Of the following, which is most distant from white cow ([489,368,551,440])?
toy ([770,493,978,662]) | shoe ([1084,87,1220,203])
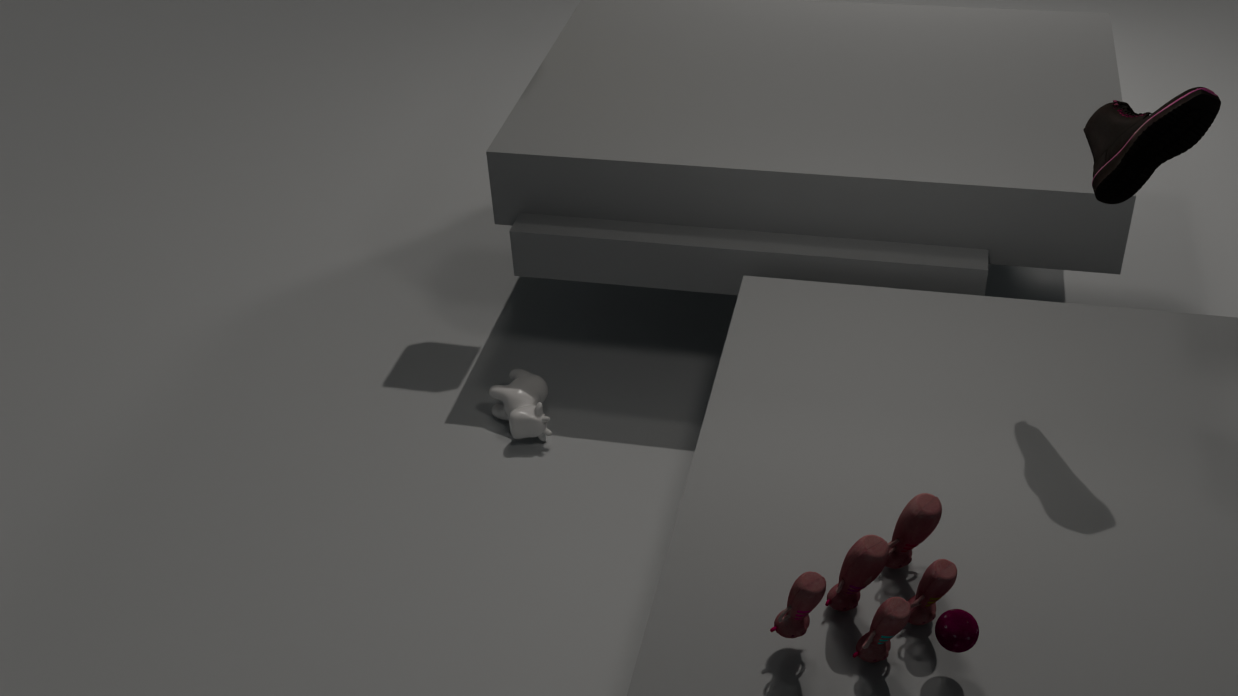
shoe ([1084,87,1220,203])
